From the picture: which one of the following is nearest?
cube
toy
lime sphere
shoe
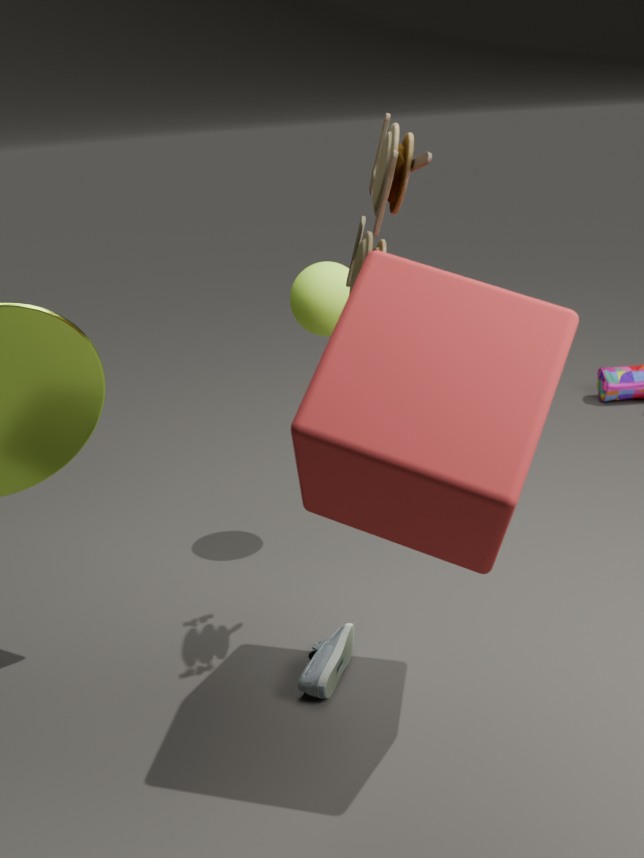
cube
